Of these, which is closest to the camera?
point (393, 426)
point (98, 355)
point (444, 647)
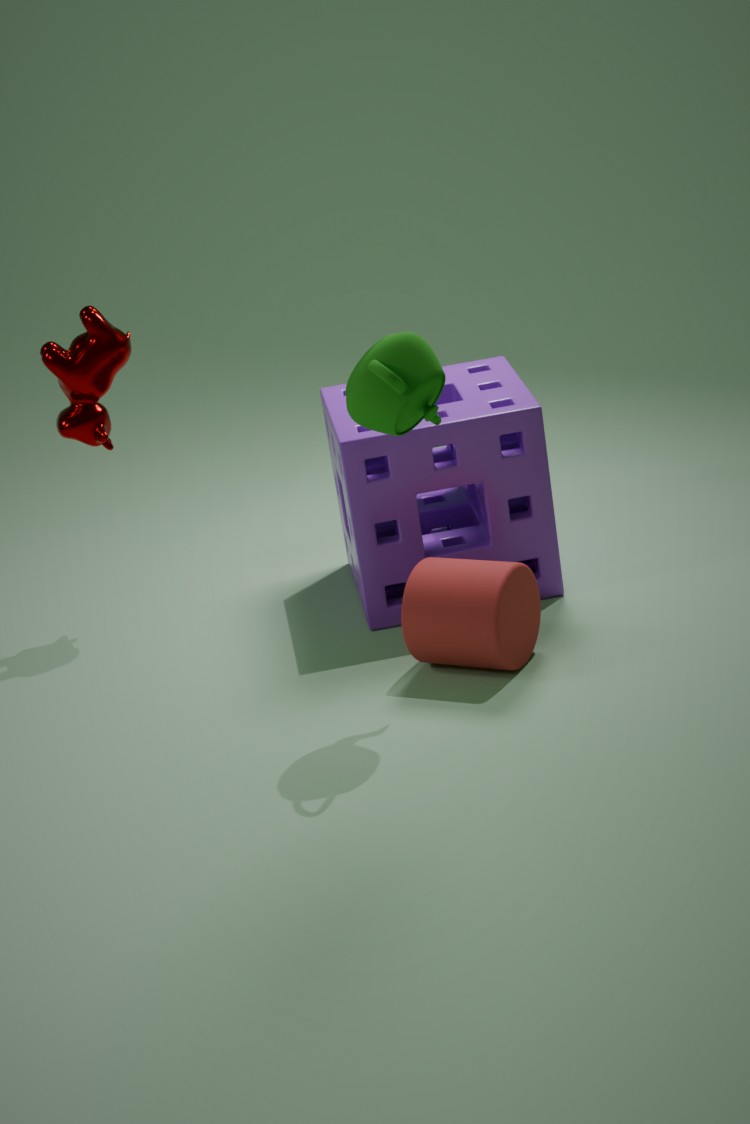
point (393, 426)
